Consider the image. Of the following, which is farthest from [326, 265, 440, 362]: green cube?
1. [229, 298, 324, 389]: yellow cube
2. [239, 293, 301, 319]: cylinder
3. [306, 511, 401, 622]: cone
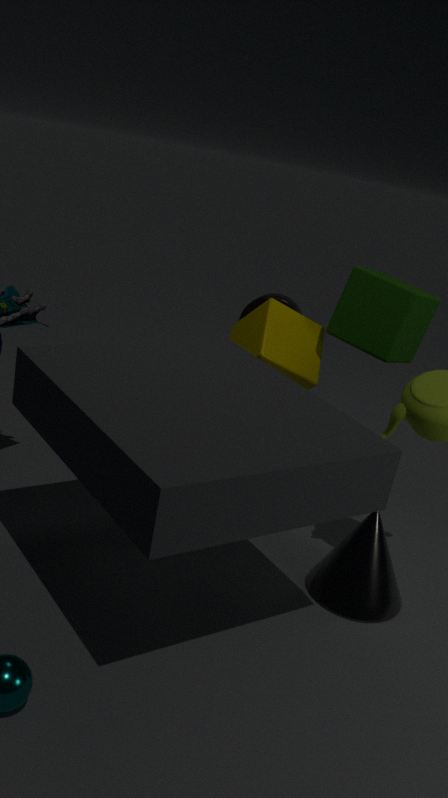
[306, 511, 401, 622]: cone
